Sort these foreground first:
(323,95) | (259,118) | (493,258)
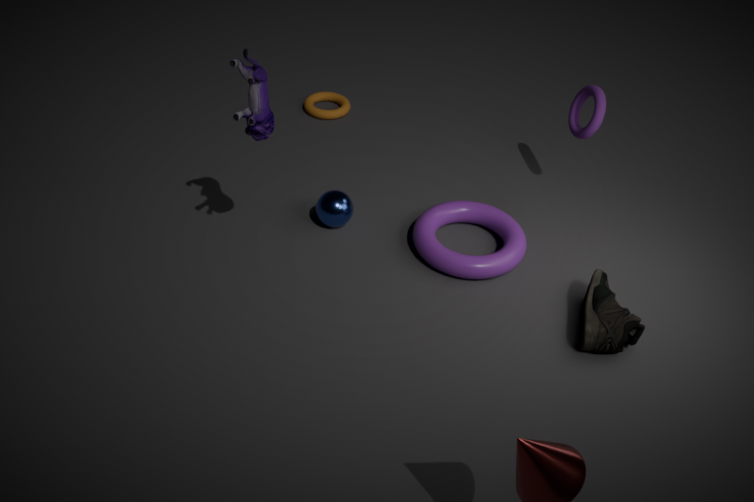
(259,118) → (493,258) → (323,95)
